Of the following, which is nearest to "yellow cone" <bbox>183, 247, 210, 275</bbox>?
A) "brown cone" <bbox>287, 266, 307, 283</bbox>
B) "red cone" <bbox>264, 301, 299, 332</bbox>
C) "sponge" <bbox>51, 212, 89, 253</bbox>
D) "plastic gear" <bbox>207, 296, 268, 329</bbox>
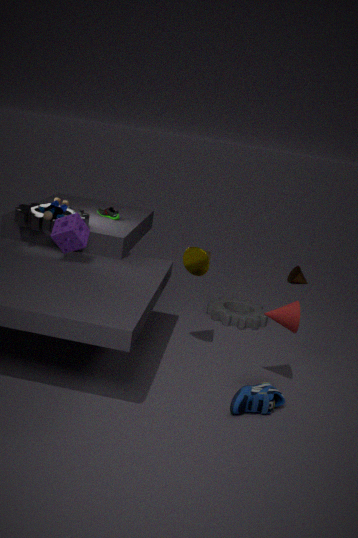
"red cone" <bbox>264, 301, 299, 332</bbox>
